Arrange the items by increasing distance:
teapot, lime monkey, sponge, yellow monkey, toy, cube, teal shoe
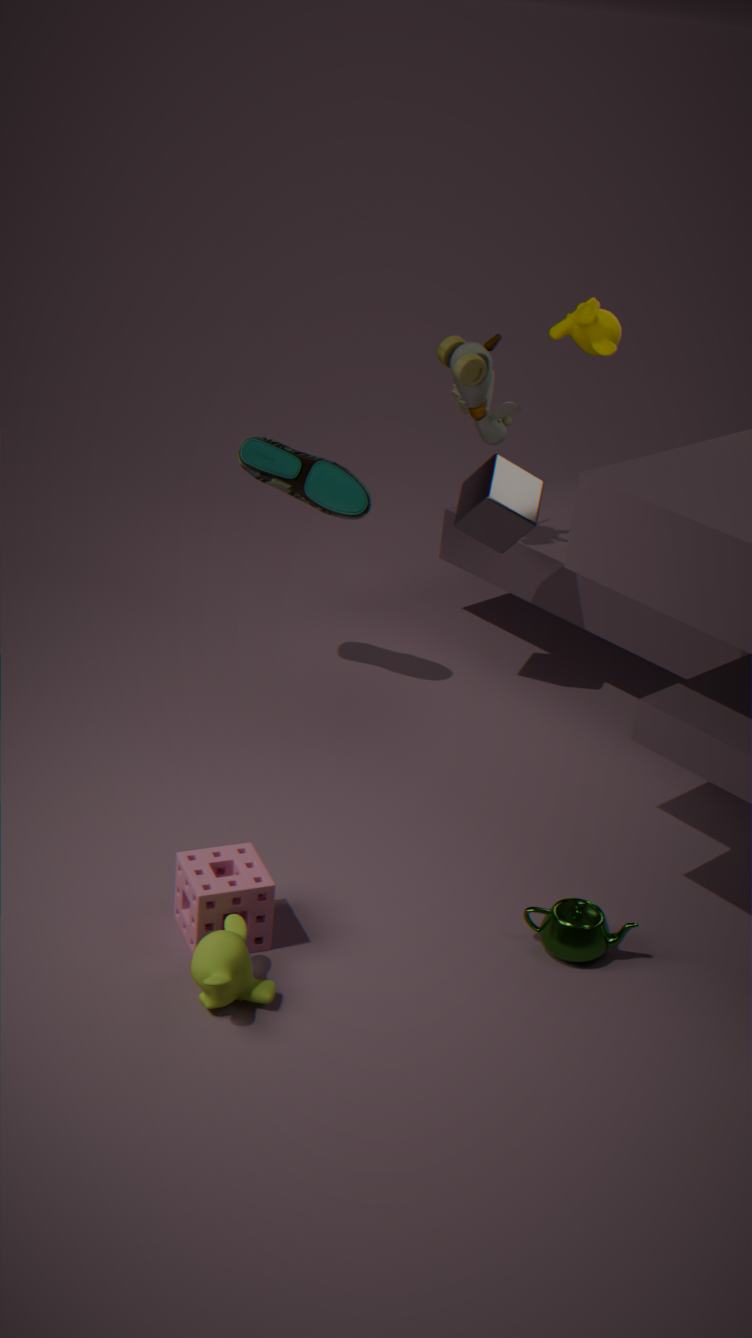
lime monkey → sponge → teapot → yellow monkey → teal shoe → cube → toy
